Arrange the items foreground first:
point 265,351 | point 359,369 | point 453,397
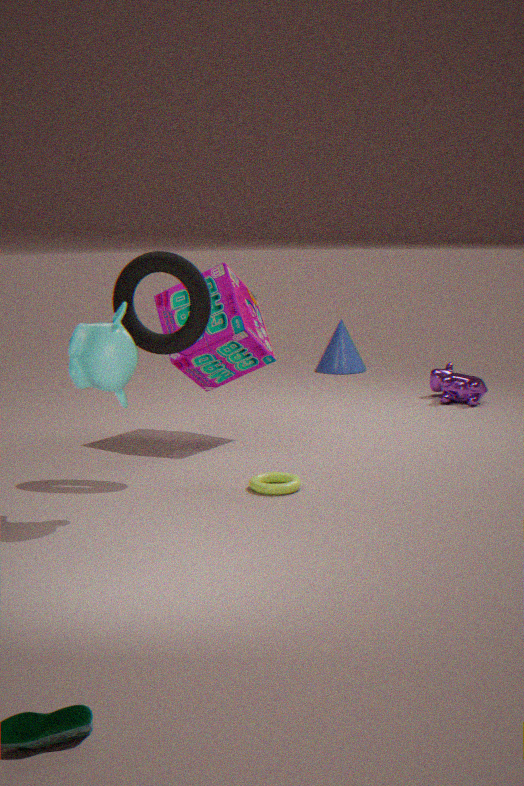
1. point 265,351
2. point 453,397
3. point 359,369
